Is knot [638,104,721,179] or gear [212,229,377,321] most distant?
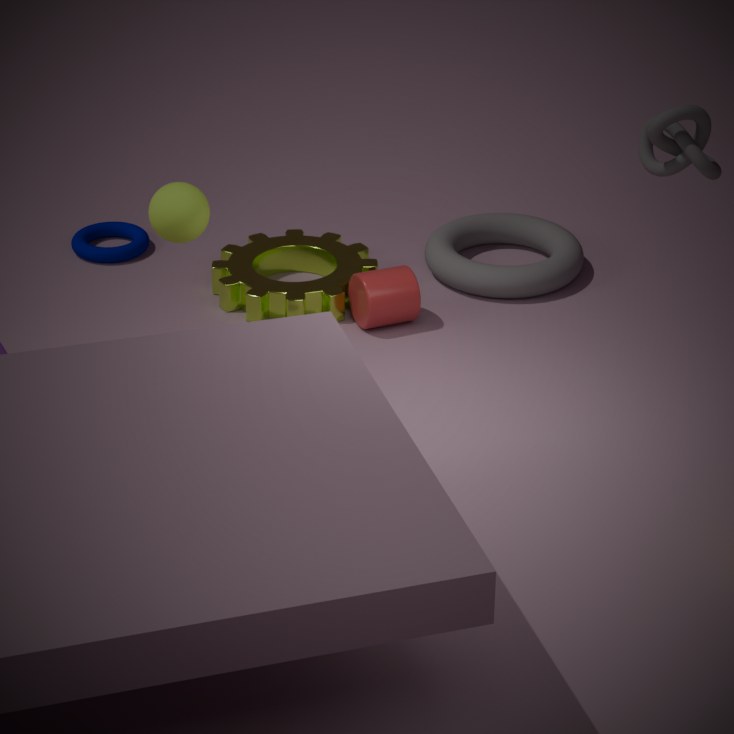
gear [212,229,377,321]
